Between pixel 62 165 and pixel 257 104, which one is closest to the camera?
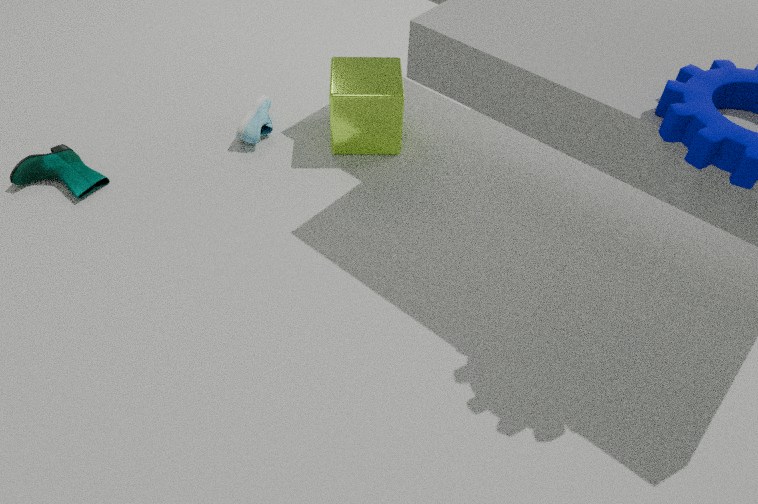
pixel 62 165
